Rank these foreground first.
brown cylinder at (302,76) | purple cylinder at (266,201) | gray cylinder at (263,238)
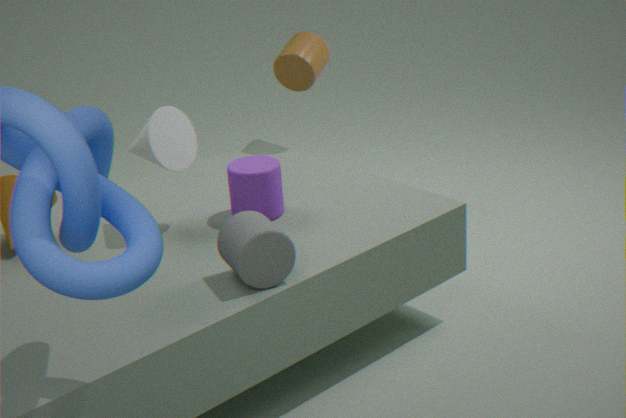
gray cylinder at (263,238) < purple cylinder at (266,201) < brown cylinder at (302,76)
